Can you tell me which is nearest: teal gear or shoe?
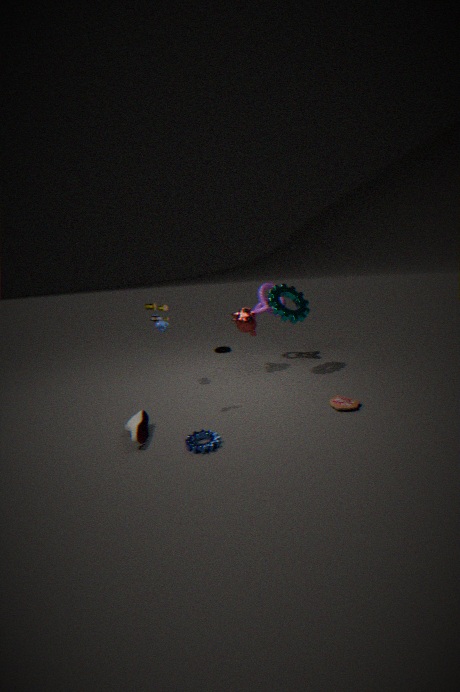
shoe
